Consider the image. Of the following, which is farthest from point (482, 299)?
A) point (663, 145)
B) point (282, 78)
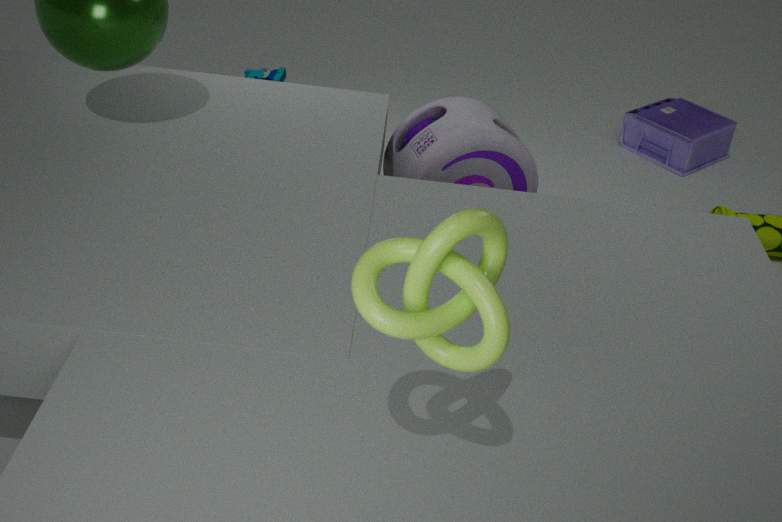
point (663, 145)
